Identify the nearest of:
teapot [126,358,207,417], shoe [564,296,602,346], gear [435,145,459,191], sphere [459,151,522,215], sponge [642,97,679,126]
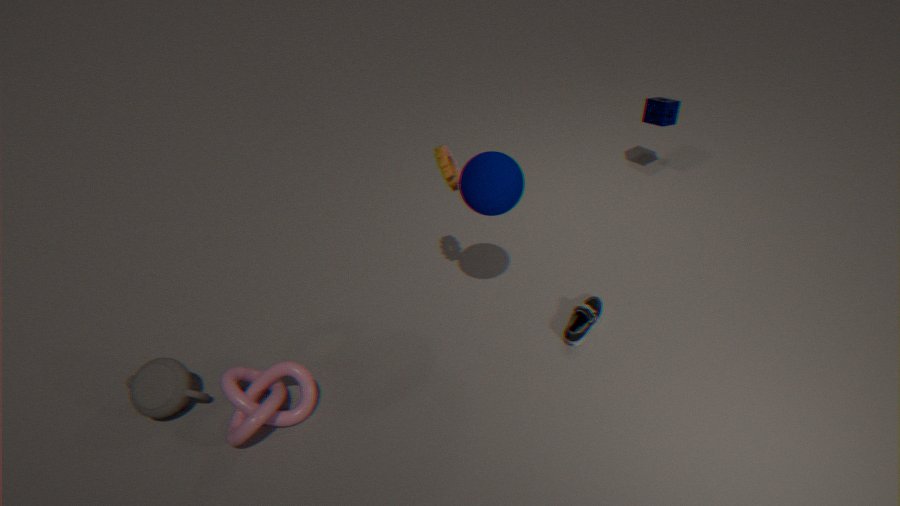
sphere [459,151,522,215]
